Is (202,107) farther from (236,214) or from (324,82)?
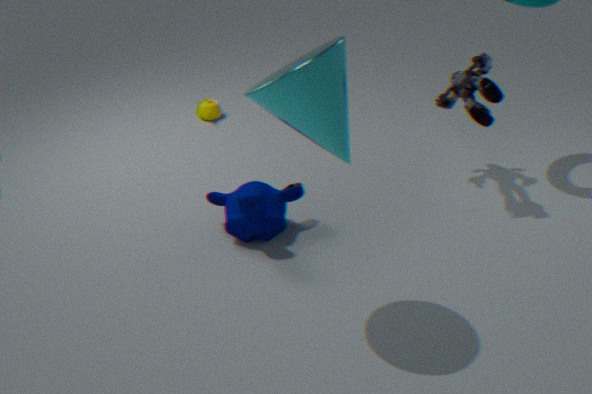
(324,82)
